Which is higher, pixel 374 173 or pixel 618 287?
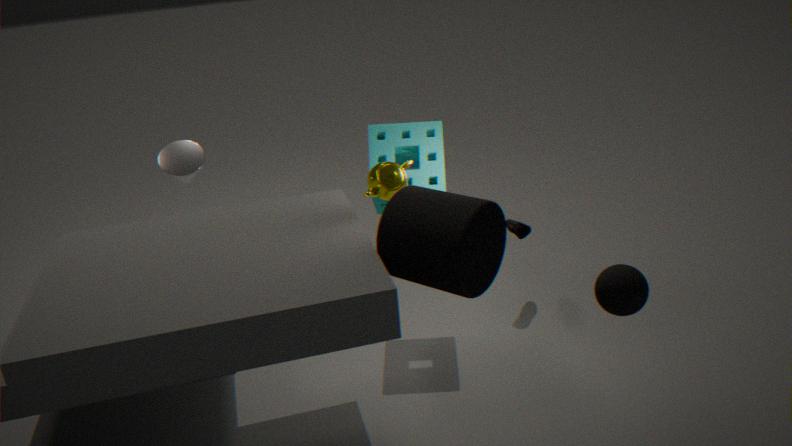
pixel 374 173
